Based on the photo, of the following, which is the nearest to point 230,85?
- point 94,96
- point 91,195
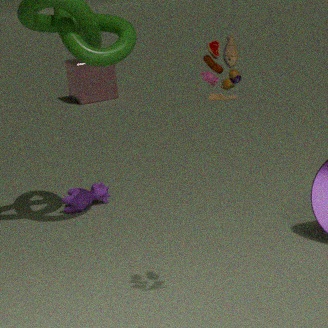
point 91,195
